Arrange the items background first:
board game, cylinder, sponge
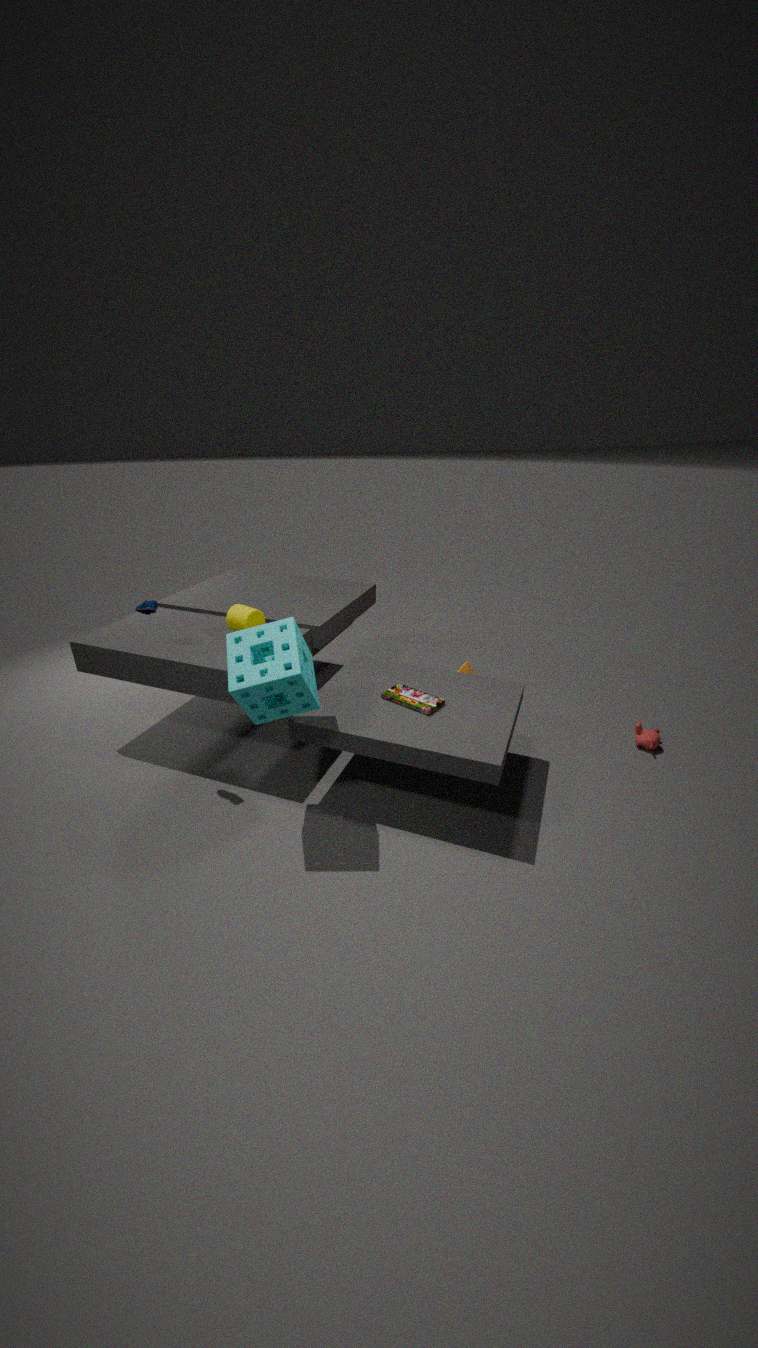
cylinder → board game → sponge
